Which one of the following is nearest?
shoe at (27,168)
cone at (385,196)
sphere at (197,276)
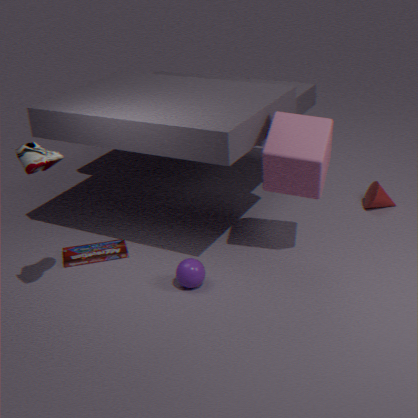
shoe at (27,168)
